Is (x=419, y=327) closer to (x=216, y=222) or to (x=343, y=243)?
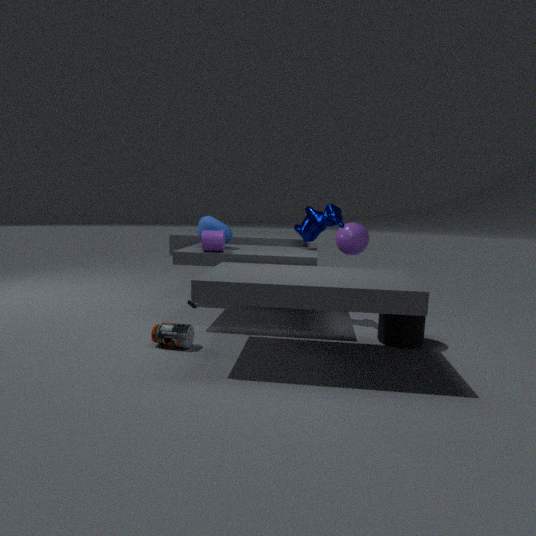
(x=343, y=243)
